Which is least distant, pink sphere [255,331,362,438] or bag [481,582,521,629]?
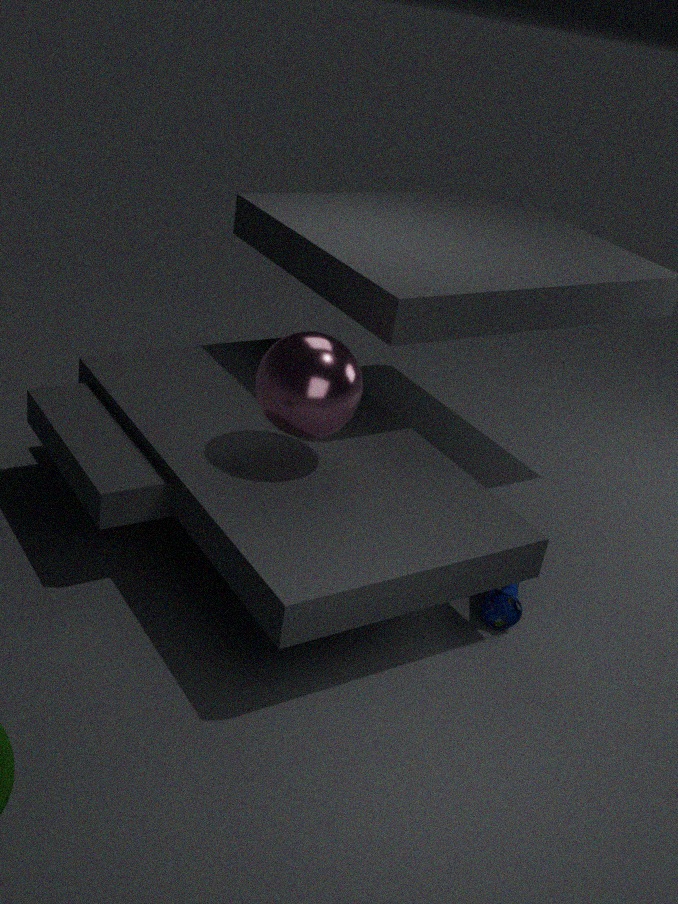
pink sphere [255,331,362,438]
